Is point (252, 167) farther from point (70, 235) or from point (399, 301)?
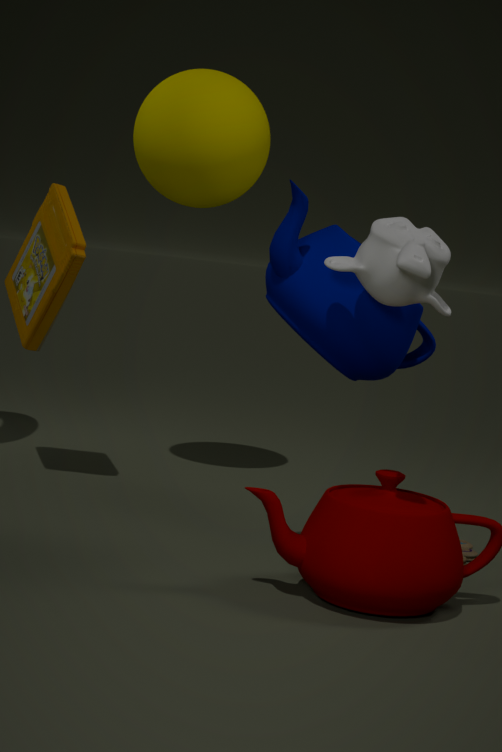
point (399, 301)
